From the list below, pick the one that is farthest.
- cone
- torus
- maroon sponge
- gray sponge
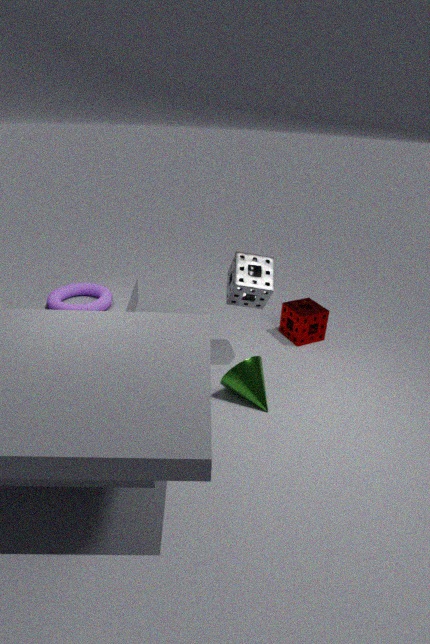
maroon sponge
